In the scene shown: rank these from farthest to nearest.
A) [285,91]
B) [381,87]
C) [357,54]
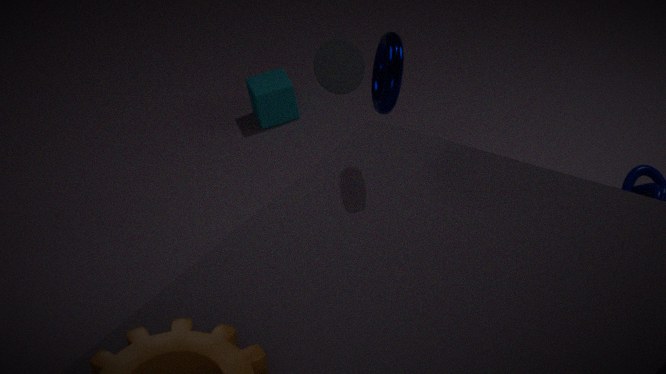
[285,91]
[357,54]
[381,87]
